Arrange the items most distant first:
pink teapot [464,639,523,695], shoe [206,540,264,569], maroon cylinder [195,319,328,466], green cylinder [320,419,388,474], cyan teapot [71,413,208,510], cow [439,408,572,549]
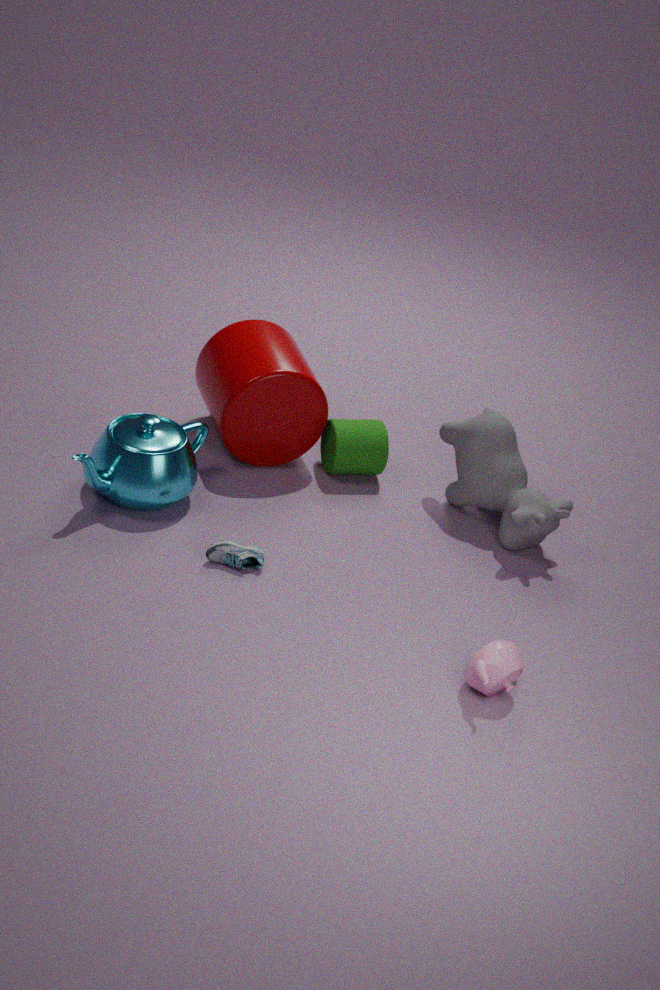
green cylinder [320,419,388,474]
maroon cylinder [195,319,328,466]
cow [439,408,572,549]
cyan teapot [71,413,208,510]
shoe [206,540,264,569]
pink teapot [464,639,523,695]
